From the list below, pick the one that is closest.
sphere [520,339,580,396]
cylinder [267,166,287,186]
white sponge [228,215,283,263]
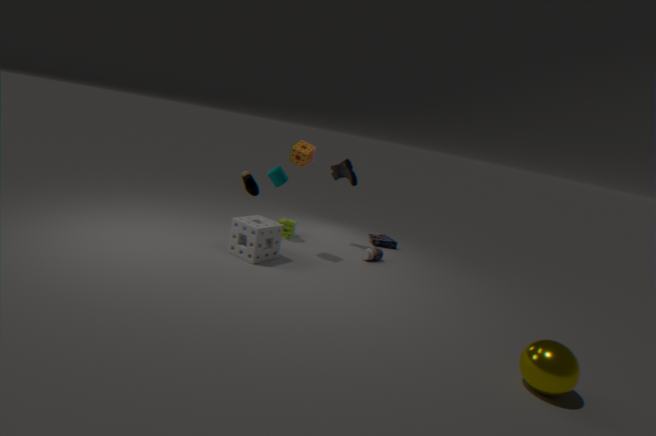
sphere [520,339,580,396]
